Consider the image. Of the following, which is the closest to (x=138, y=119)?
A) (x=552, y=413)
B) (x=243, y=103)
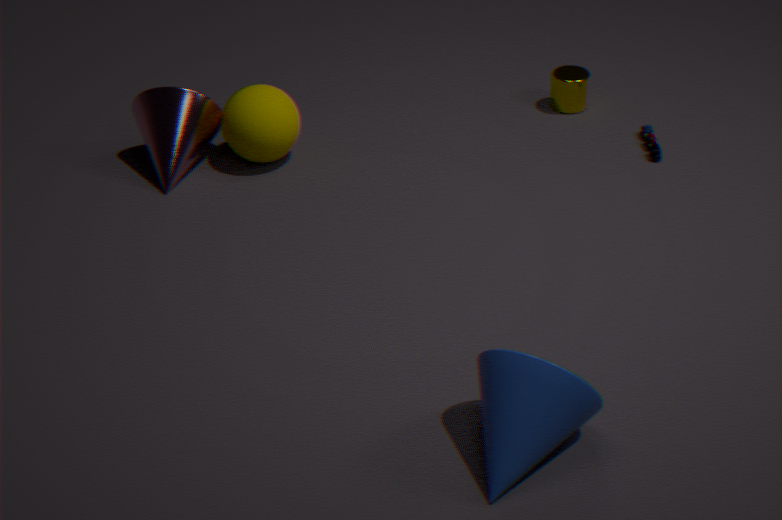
(x=243, y=103)
